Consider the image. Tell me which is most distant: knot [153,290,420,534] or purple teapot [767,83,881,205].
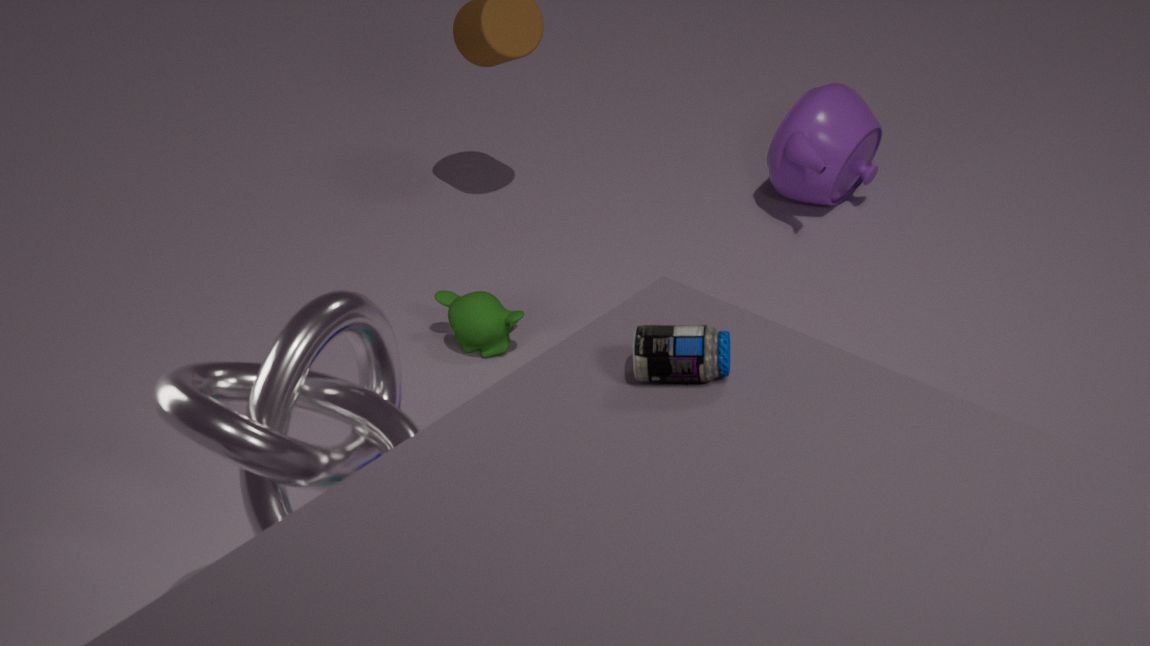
purple teapot [767,83,881,205]
